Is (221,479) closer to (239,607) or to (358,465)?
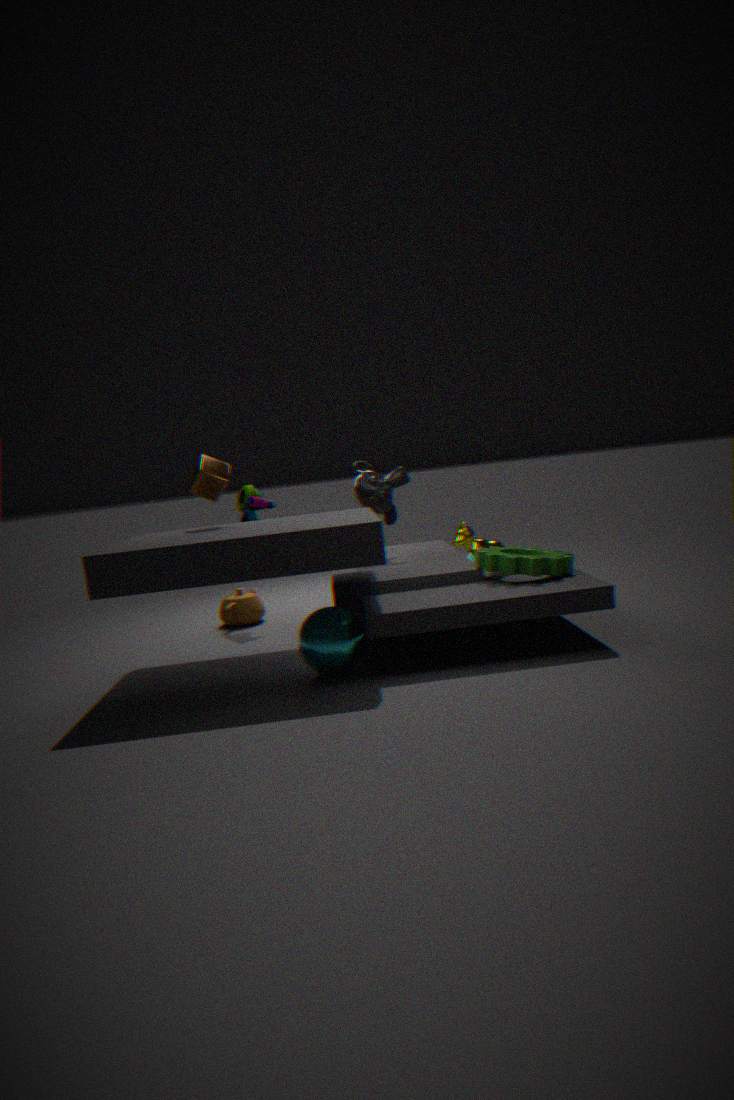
(358,465)
